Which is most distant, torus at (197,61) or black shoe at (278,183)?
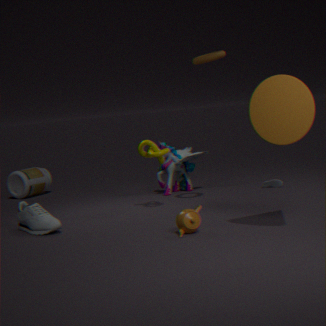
black shoe at (278,183)
